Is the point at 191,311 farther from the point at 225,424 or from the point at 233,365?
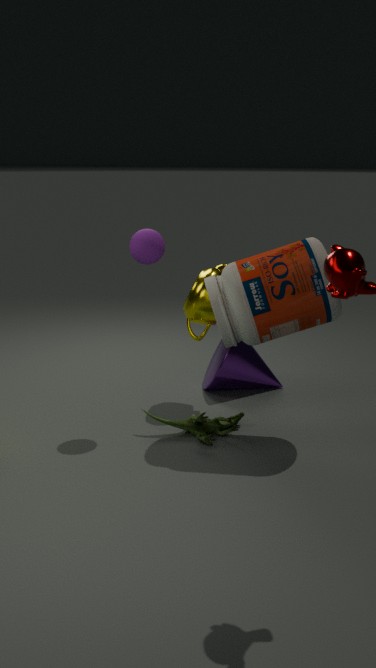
the point at 225,424
